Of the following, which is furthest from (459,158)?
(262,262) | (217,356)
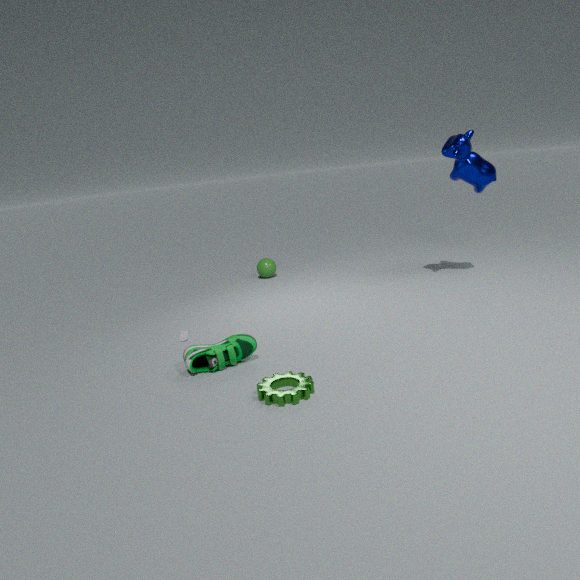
(217,356)
